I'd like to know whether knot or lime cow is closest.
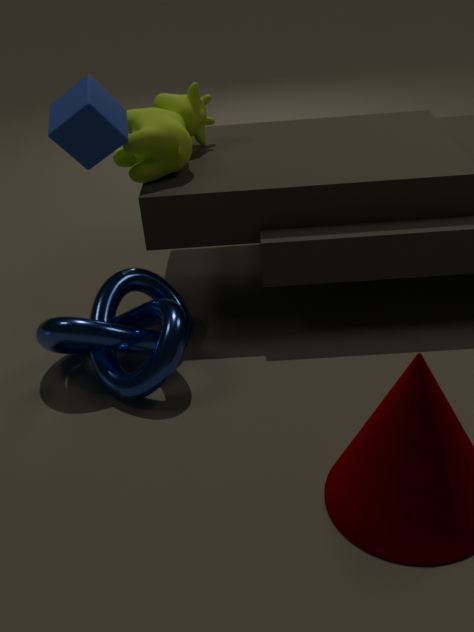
knot
